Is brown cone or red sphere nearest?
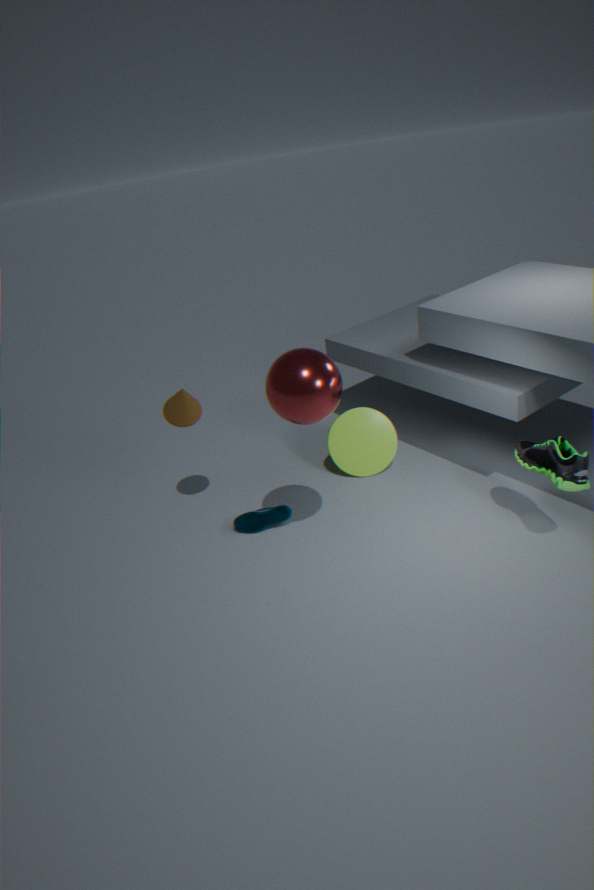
red sphere
